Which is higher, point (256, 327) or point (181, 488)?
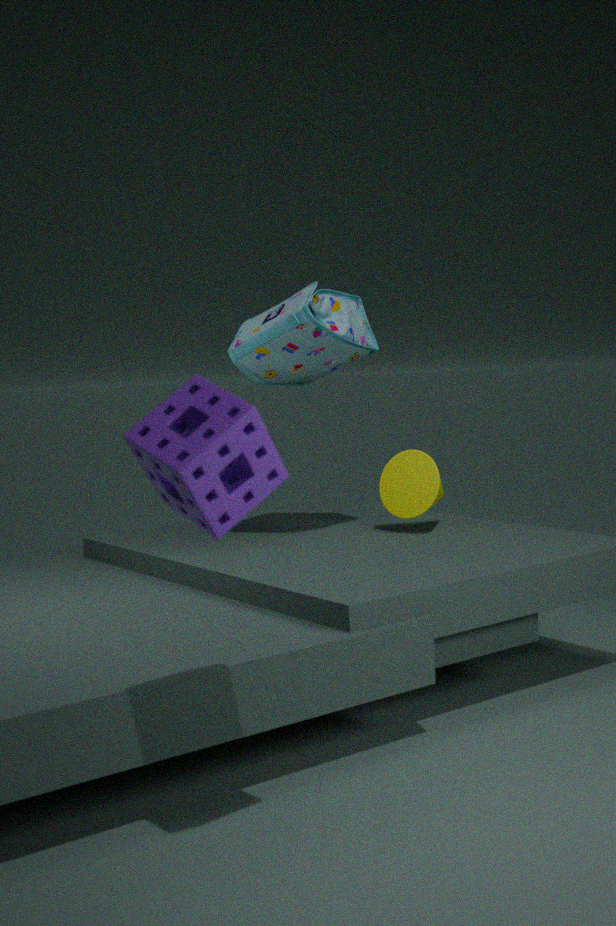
point (256, 327)
